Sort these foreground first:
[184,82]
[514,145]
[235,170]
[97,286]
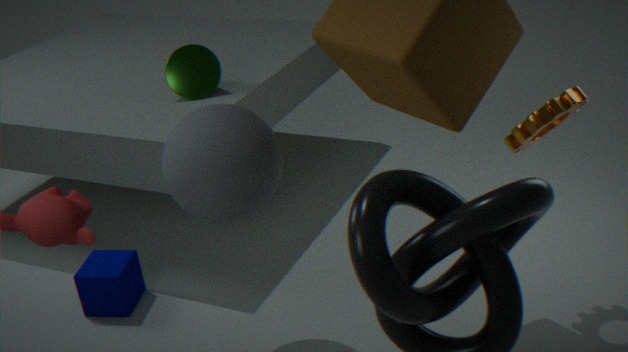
[235,170] → [514,145] → [97,286] → [184,82]
